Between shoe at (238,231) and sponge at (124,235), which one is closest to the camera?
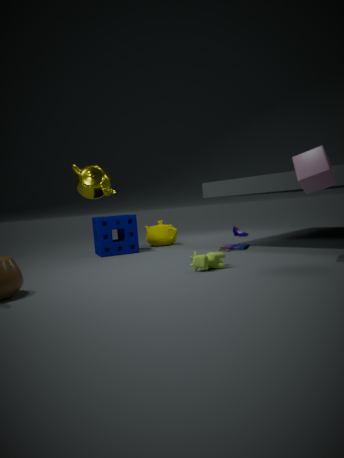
sponge at (124,235)
